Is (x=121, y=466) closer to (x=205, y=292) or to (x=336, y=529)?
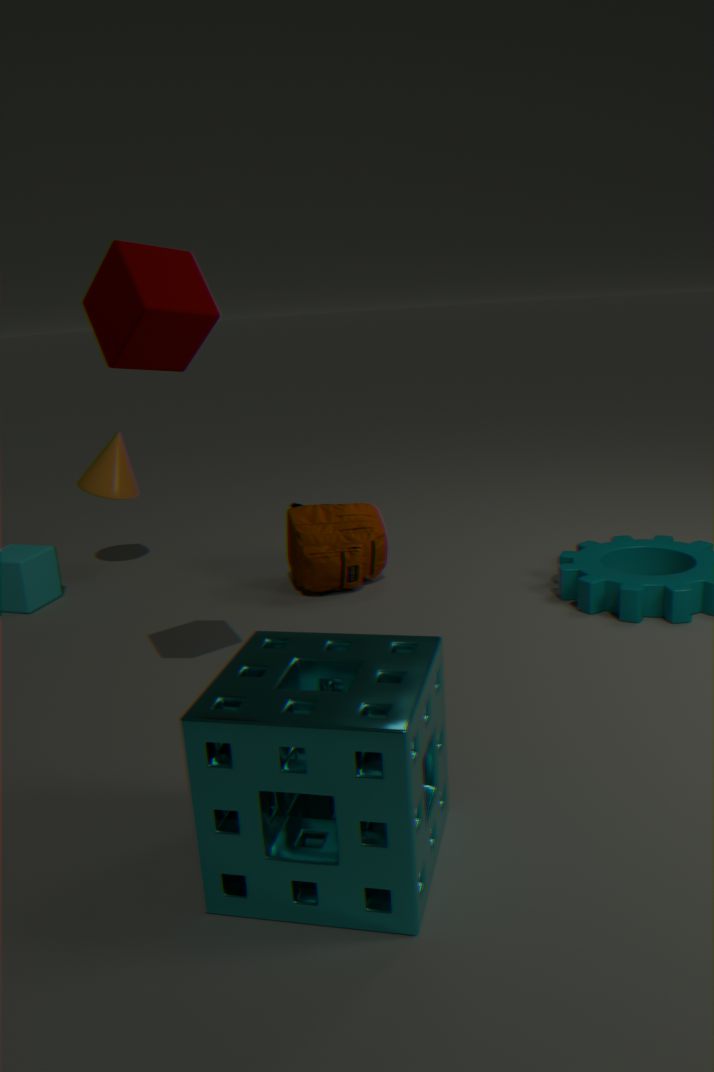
(x=336, y=529)
